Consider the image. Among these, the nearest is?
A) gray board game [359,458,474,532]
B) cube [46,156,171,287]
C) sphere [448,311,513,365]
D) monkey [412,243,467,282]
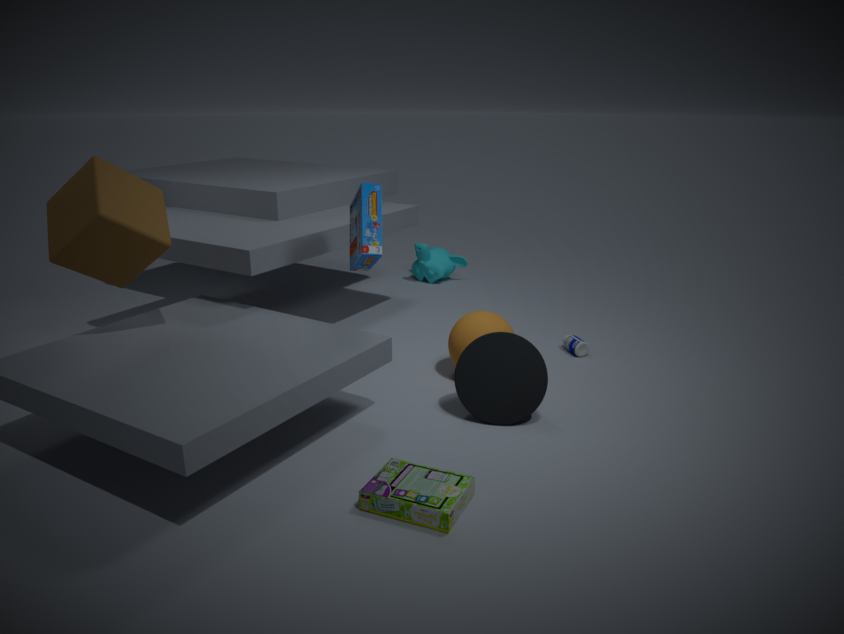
gray board game [359,458,474,532]
